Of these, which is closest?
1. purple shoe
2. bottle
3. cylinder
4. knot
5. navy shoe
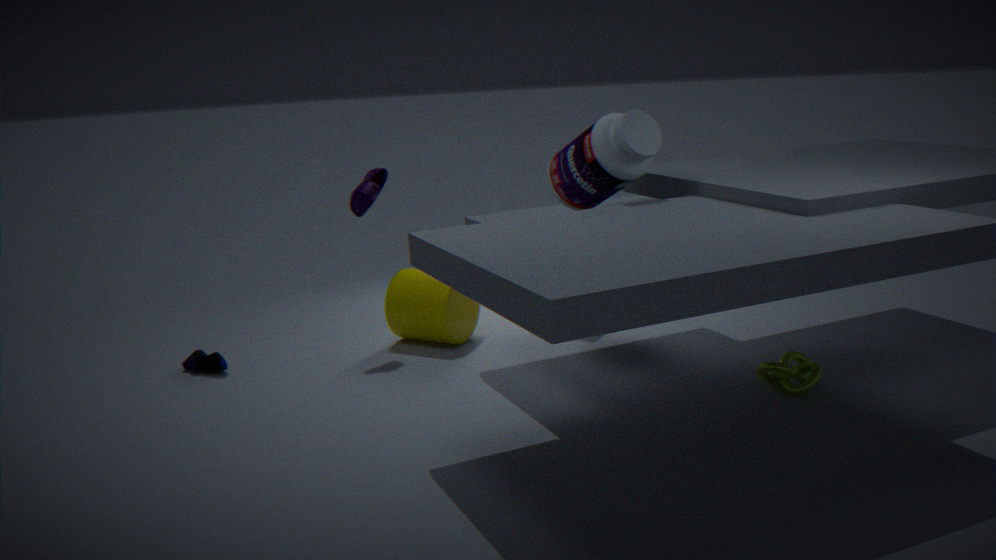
knot
